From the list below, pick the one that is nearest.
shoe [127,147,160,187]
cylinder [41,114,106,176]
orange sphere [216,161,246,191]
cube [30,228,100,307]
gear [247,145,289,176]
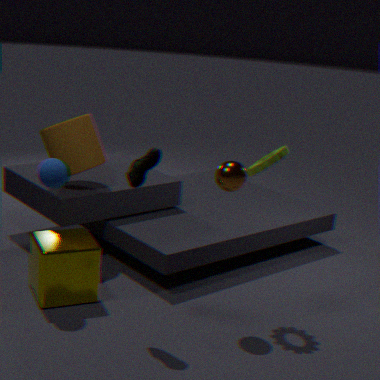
shoe [127,147,160,187]
